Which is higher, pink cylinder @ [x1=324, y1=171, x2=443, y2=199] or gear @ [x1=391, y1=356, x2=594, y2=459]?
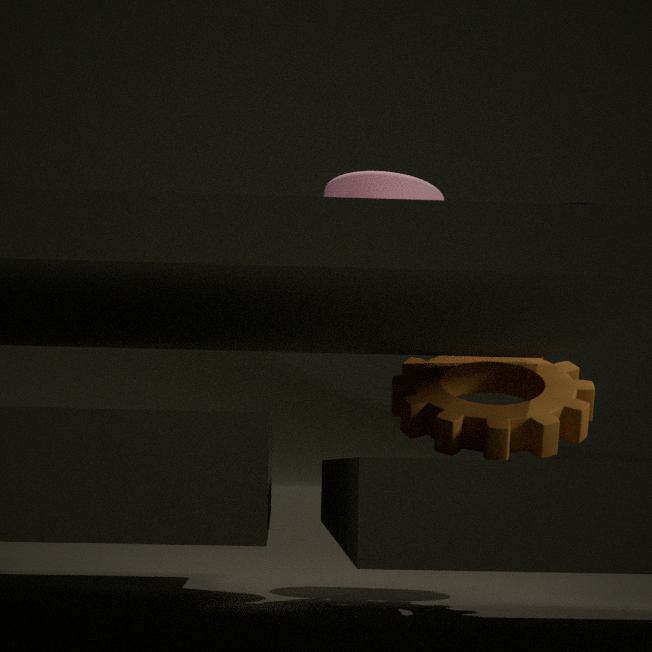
pink cylinder @ [x1=324, y1=171, x2=443, y2=199]
